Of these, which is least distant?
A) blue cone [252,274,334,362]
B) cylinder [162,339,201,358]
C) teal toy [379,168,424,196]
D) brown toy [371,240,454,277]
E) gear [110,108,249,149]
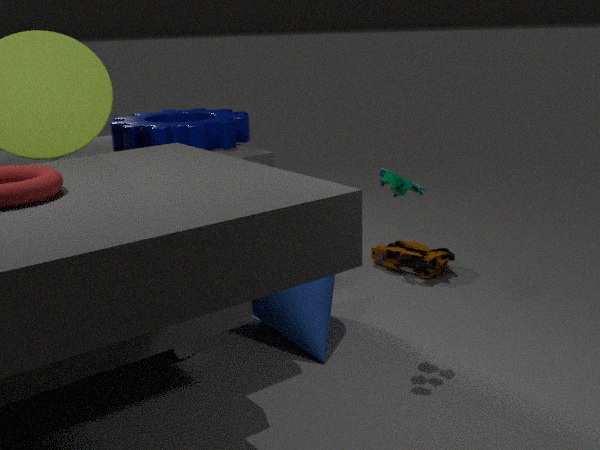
teal toy [379,168,424,196]
